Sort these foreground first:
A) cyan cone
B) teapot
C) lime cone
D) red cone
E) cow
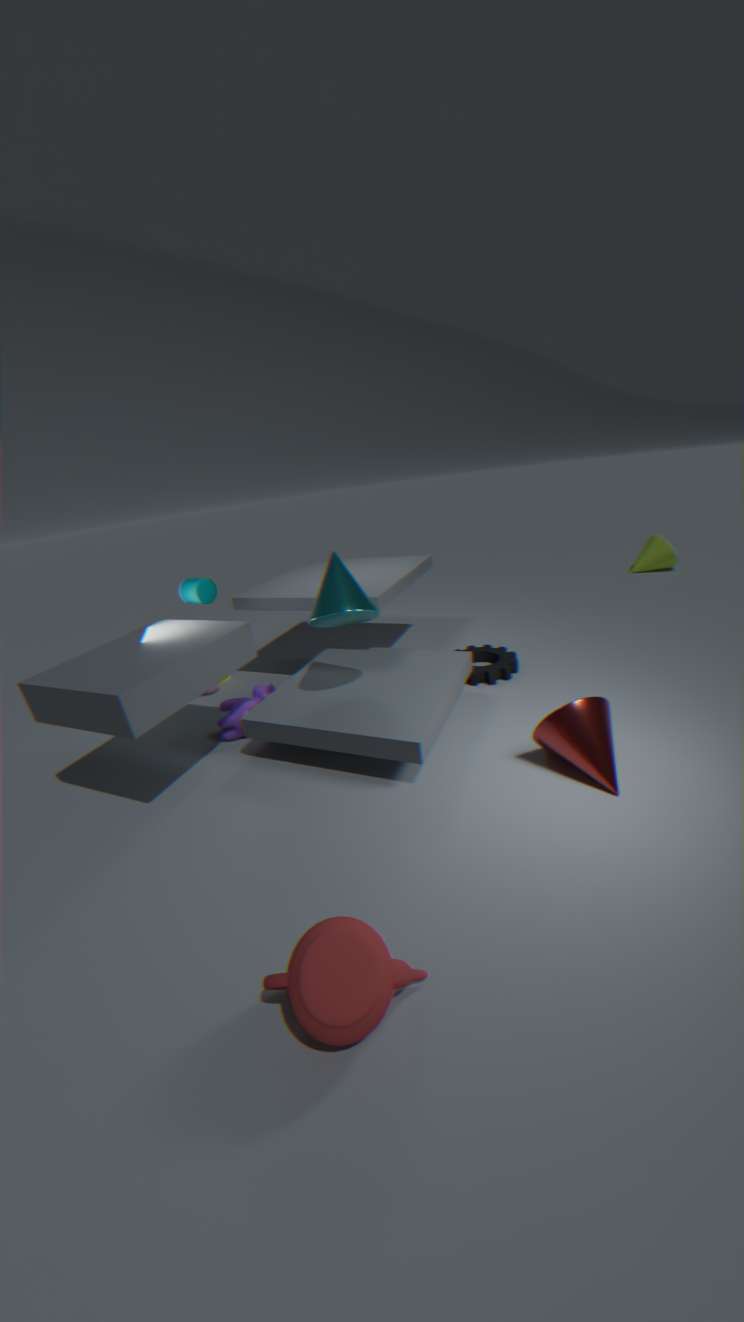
teapot, red cone, cyan cone, cow, lime cone
